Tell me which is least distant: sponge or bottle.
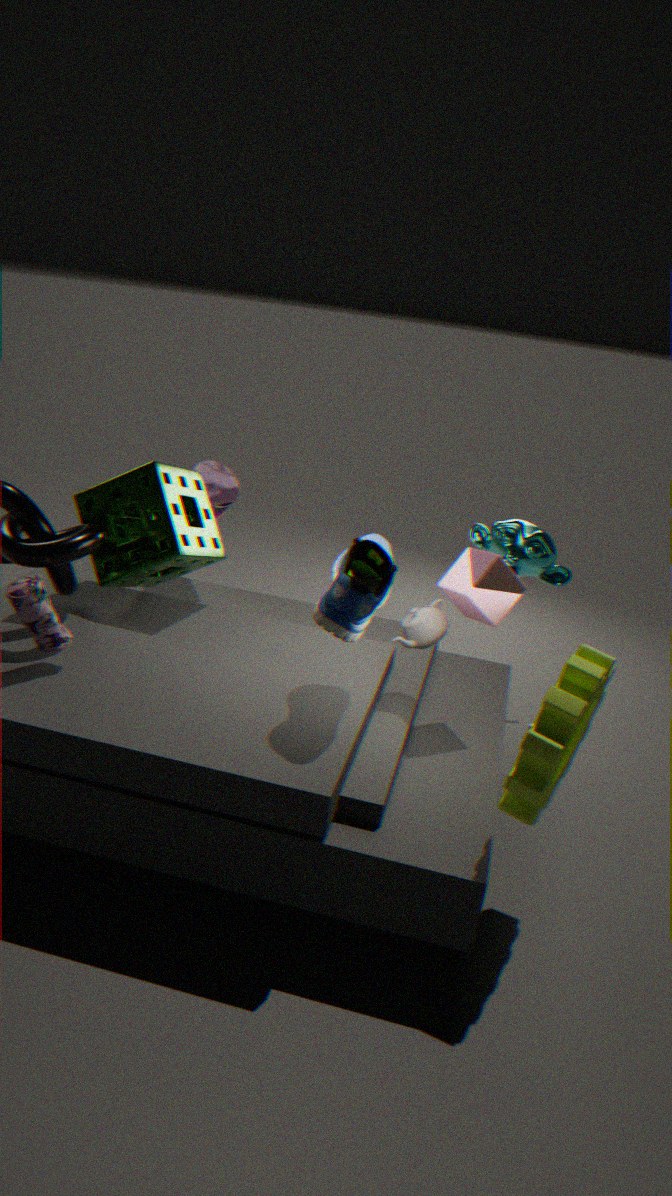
sponge
